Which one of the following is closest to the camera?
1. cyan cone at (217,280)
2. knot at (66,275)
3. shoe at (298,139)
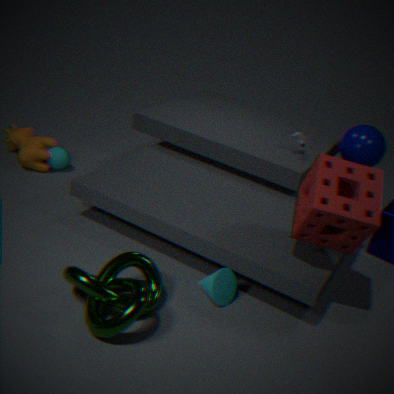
knot at (66,275)
